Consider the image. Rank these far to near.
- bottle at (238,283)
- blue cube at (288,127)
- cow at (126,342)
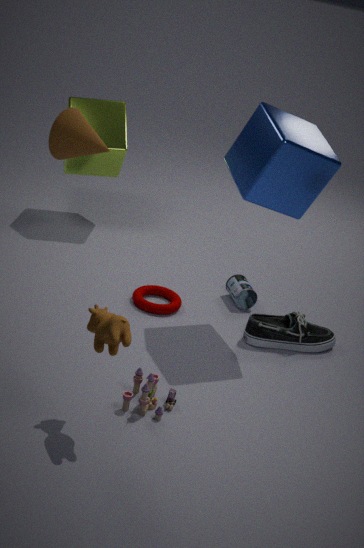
bottle at (238,283) → blue cube at (288,127) → cow at (126,342)
